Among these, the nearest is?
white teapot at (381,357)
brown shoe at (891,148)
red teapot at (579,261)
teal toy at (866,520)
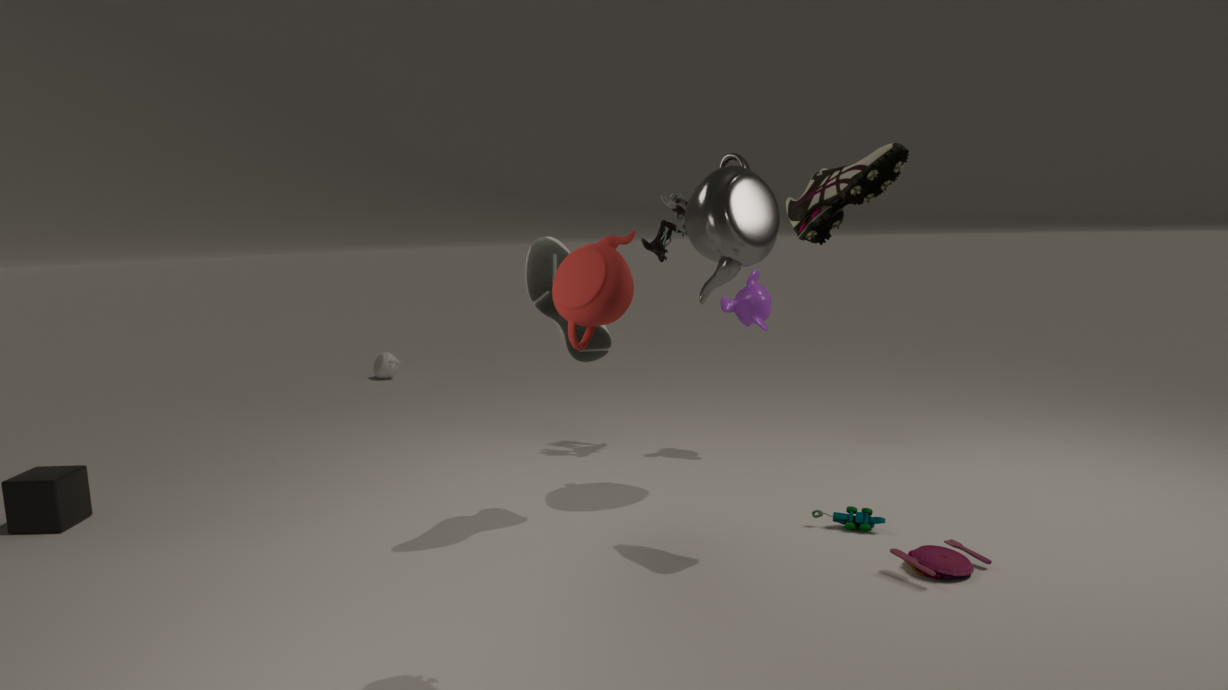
red teapot at (579,261)
